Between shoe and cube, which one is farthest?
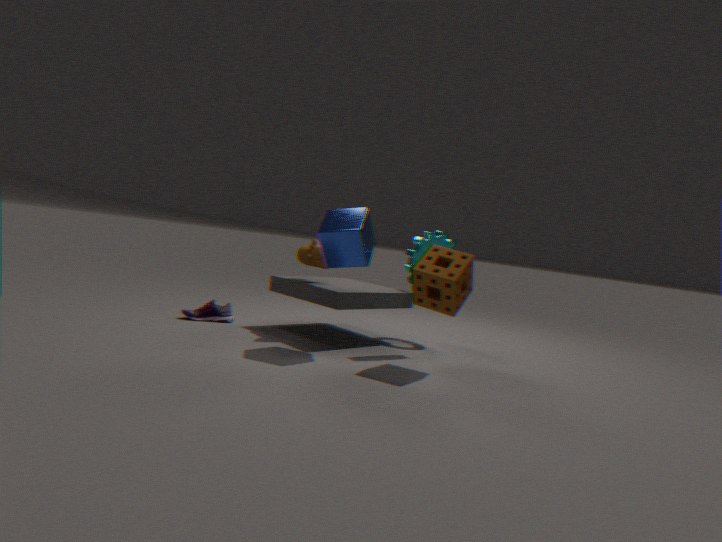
shoe
